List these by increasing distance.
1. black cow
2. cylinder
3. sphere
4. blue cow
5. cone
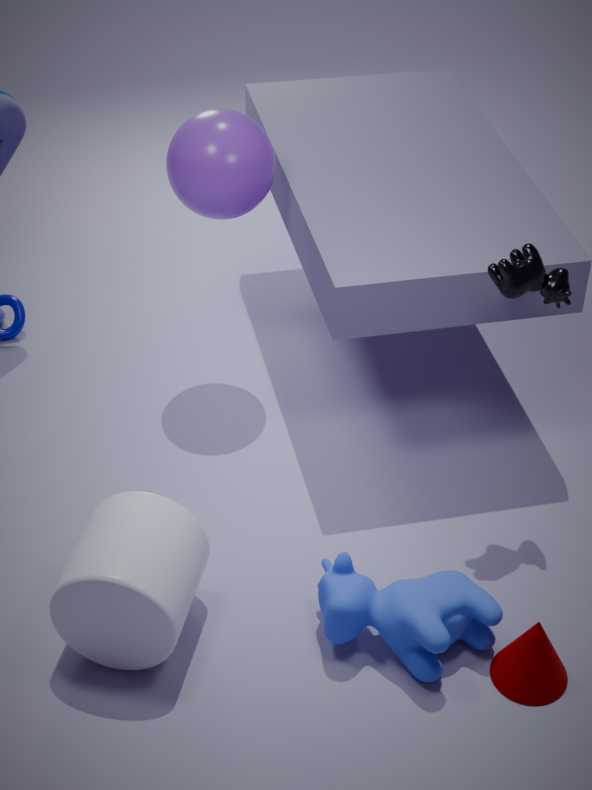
cylinder → cone → blue cow → black cow → sphere
